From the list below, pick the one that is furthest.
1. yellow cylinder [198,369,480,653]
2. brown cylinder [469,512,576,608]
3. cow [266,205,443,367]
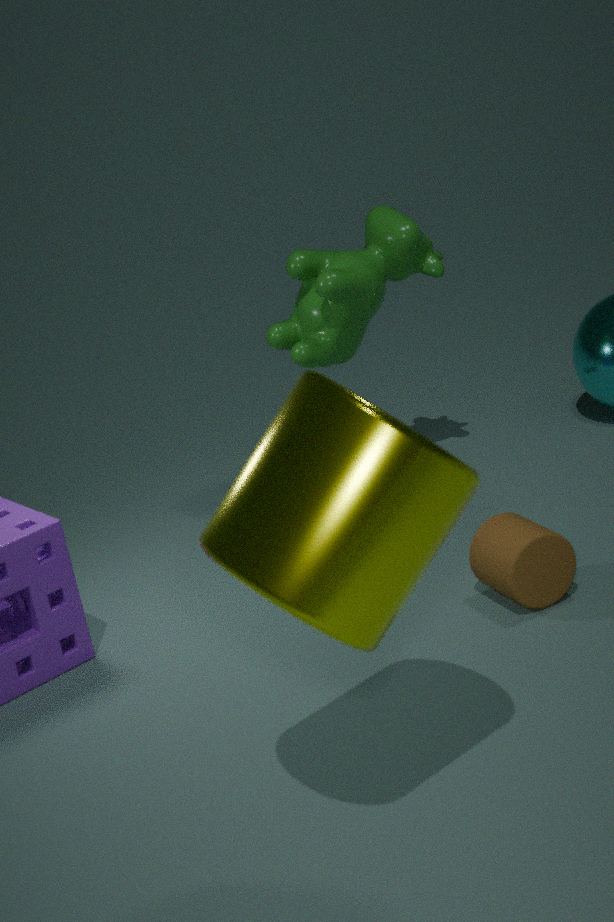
cow [266,205,443,367]
